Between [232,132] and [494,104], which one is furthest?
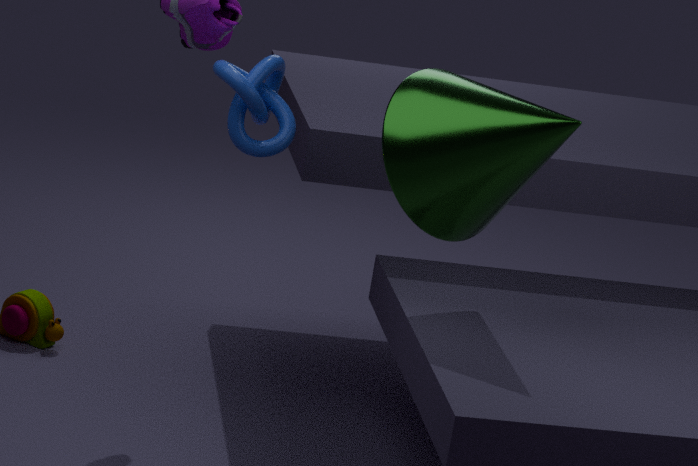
[232,132]
